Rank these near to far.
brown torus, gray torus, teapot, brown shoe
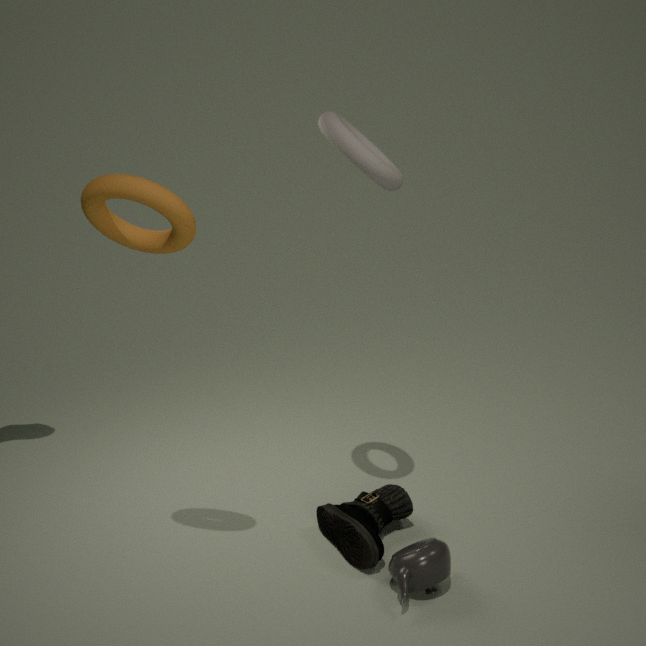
brown torus < gray torus < teapot < brown shoe
